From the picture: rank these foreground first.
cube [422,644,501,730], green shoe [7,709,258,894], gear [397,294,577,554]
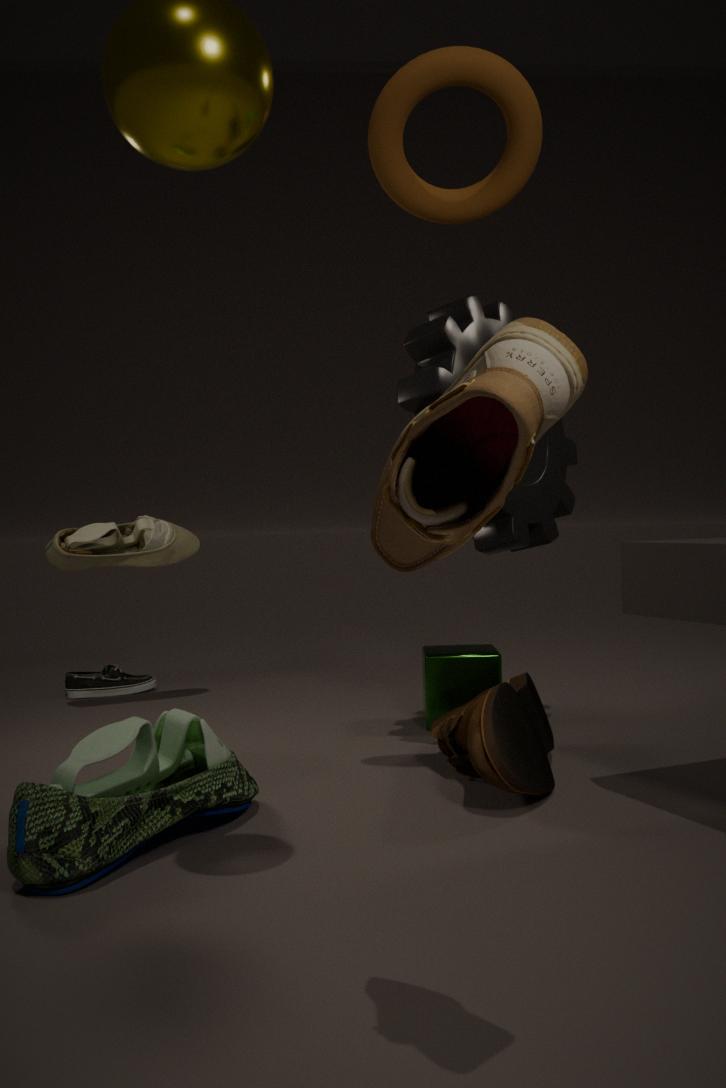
green shoe [7,709,258,894], gear [397,294,577,554], cube [422,644,501,730]
